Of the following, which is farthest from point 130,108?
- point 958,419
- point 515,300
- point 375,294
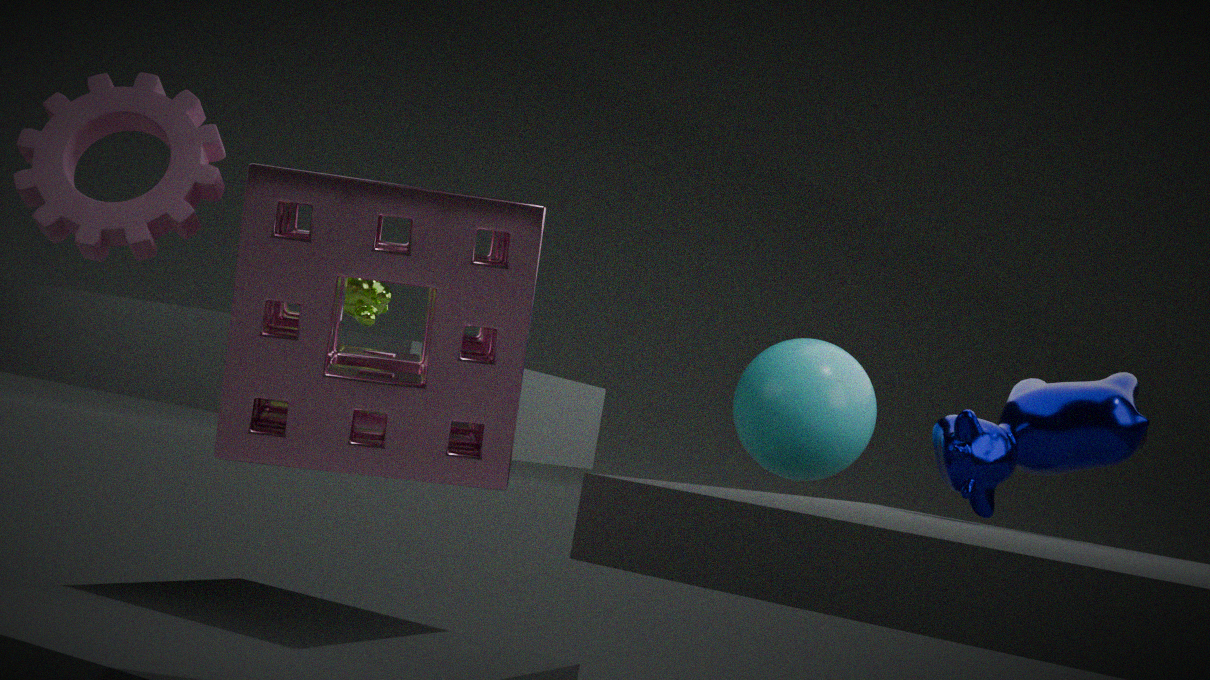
point 958,419
